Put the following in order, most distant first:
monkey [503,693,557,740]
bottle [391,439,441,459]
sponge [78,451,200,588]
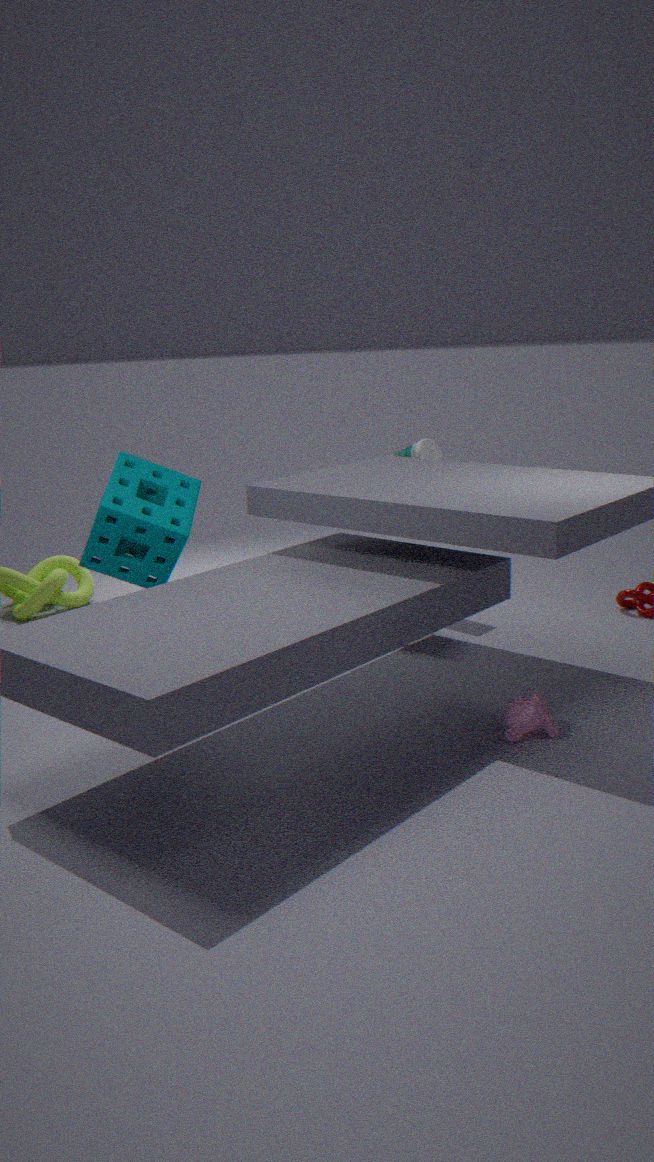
bottle [391,439,441,459]
sponge [78,451,200,588]
monkey [503,693,557,740]
